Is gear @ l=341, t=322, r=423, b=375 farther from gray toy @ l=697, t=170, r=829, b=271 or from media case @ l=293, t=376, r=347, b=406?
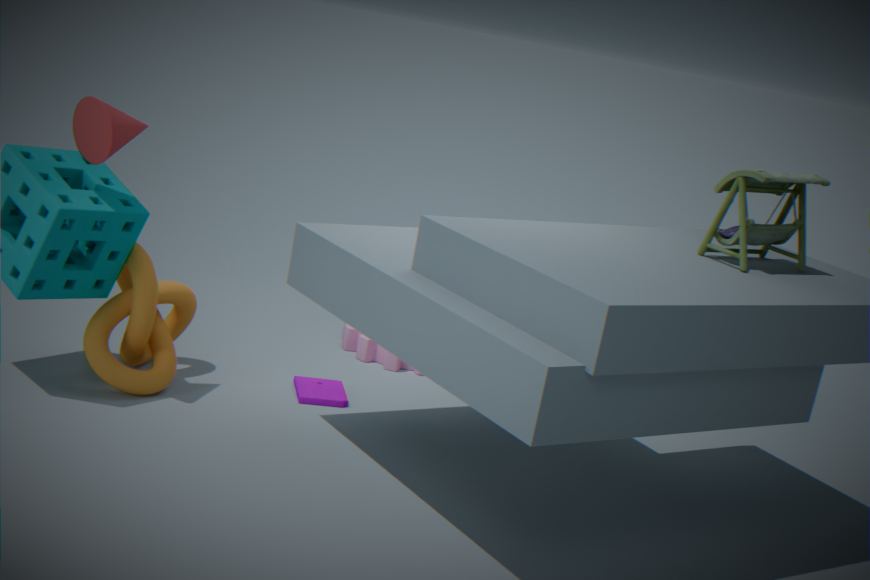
gray toy @ l=697, t=170, r=829, b=271
